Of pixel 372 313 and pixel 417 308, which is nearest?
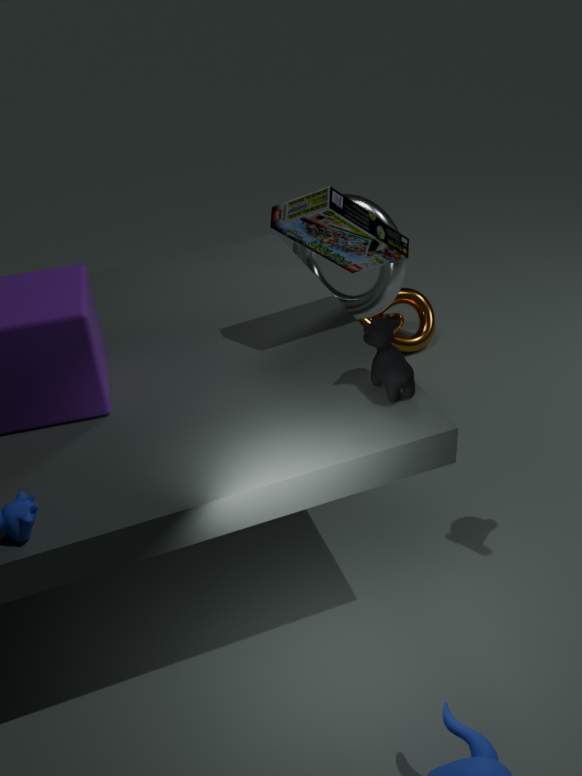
pixel 372 313
